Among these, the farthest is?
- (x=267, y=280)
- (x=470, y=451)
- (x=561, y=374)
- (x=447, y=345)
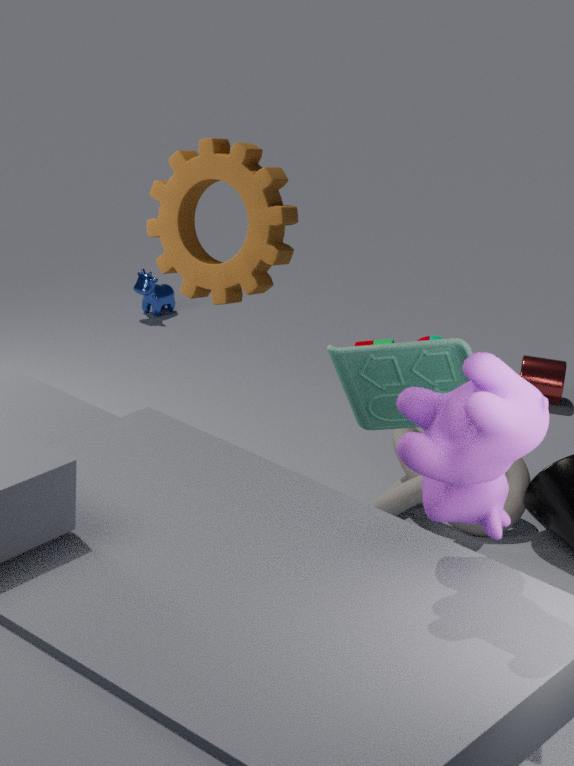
(x=561, y=374)
